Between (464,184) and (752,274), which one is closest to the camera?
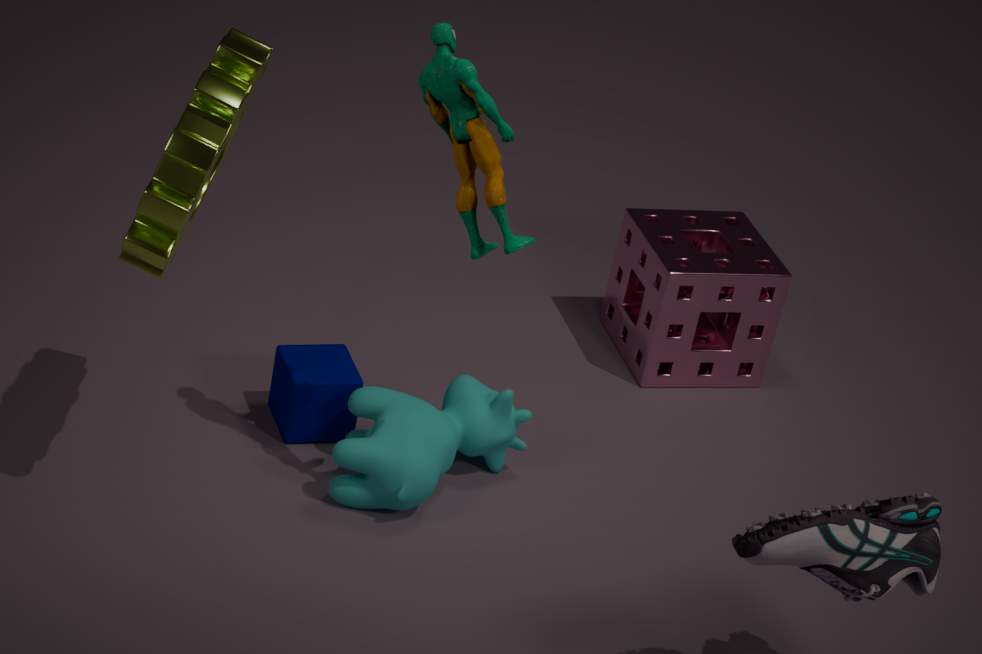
(464,184)
